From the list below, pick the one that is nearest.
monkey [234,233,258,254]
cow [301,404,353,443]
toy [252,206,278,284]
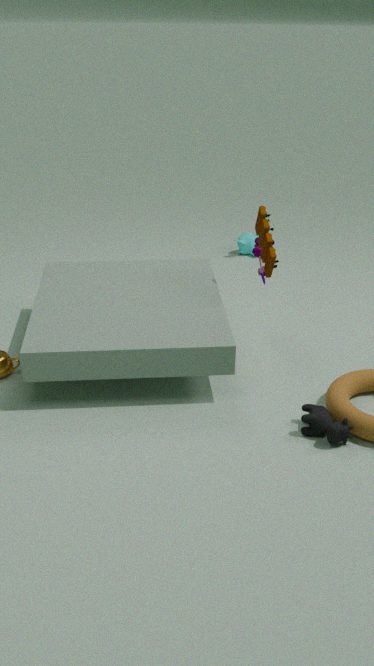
cow [301,404,353,443]
